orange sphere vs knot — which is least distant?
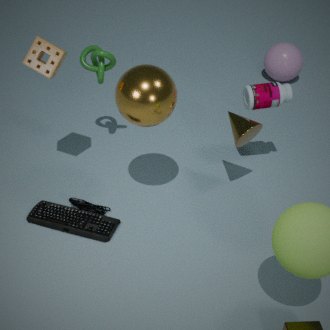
orange sphere
